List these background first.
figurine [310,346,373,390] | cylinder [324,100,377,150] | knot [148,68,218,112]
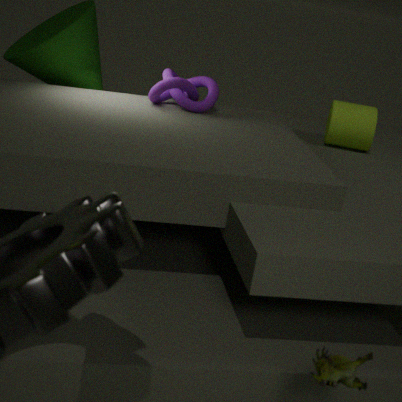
cylinder [324,100,377,150]
knot [148,68,218,112]
figurine [310,346,373,390]
